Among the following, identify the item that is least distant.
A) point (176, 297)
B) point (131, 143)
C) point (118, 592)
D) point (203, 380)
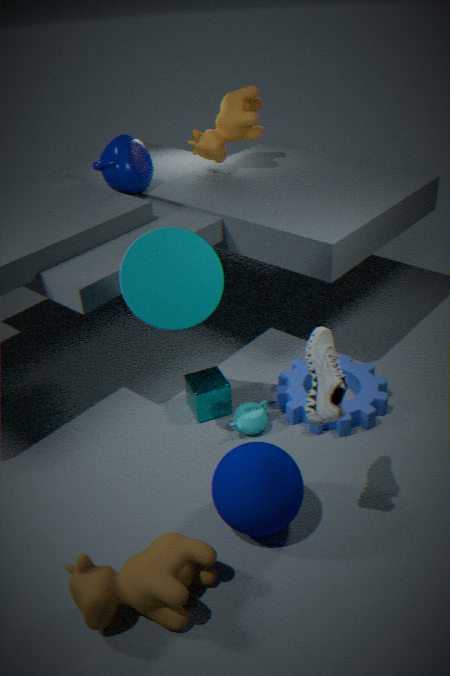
point (118, 592)
